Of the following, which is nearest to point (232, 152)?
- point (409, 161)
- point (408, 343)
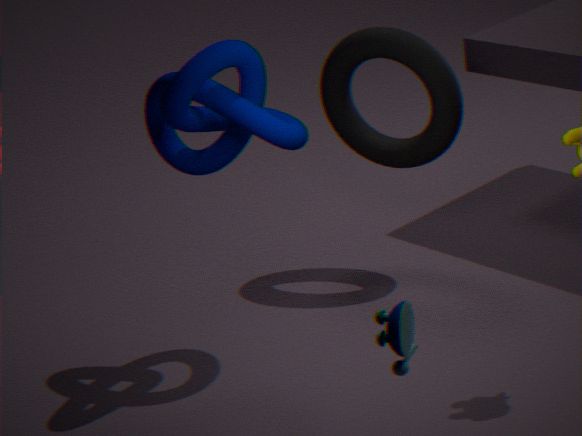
point (409, 161)
